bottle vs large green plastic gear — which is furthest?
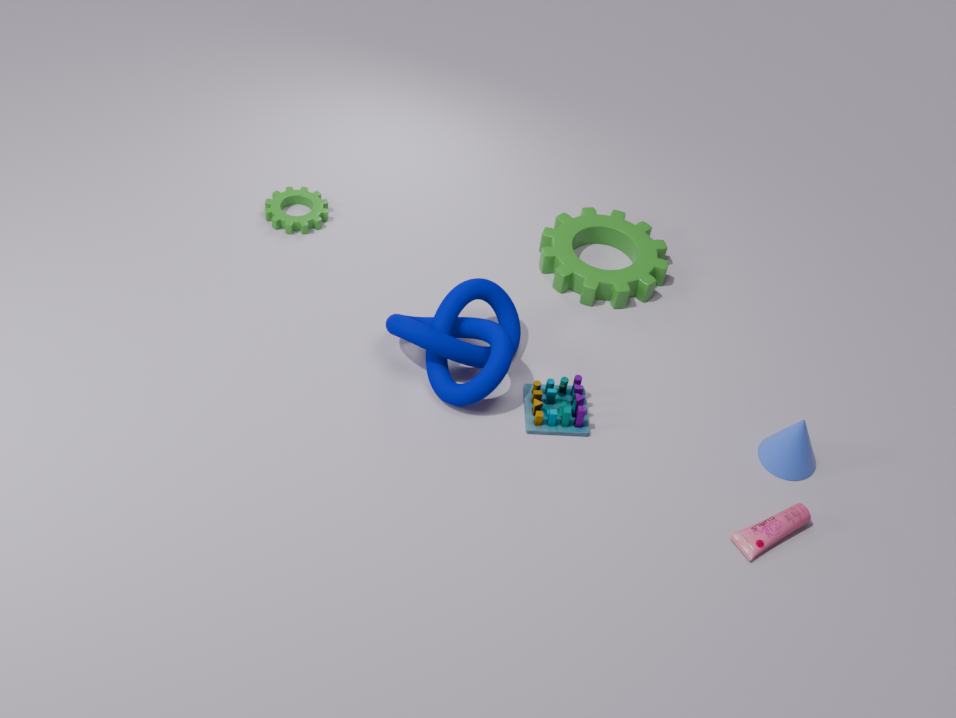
large green plastic gear
